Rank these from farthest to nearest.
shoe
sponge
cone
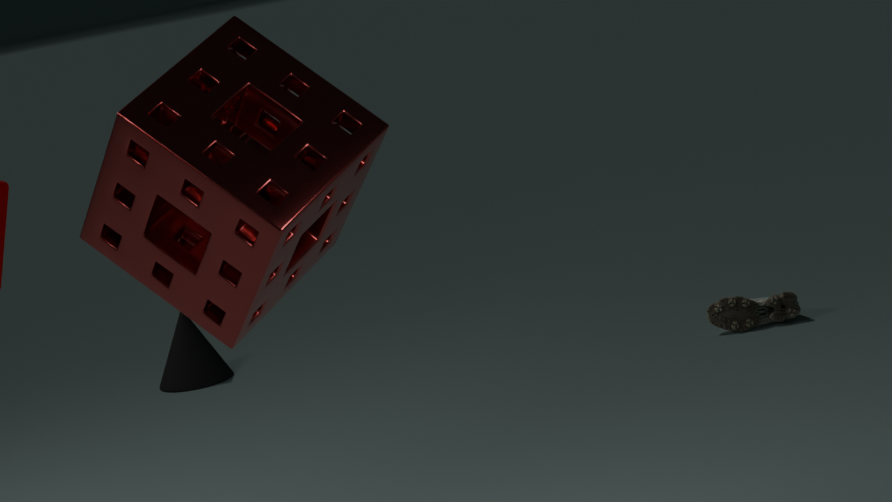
cone < shoe < sponge
